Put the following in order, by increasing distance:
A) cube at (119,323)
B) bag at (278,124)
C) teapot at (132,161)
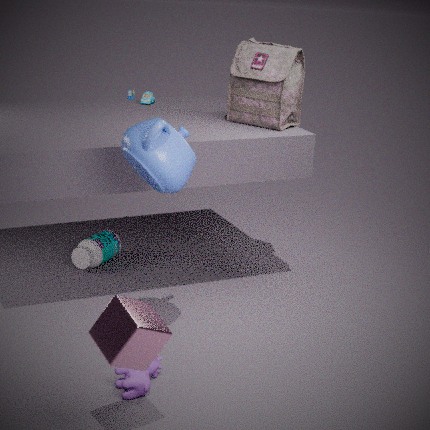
1. cube at (119,323)
2. teapot at (132,161)
3. bag at (278,124)
